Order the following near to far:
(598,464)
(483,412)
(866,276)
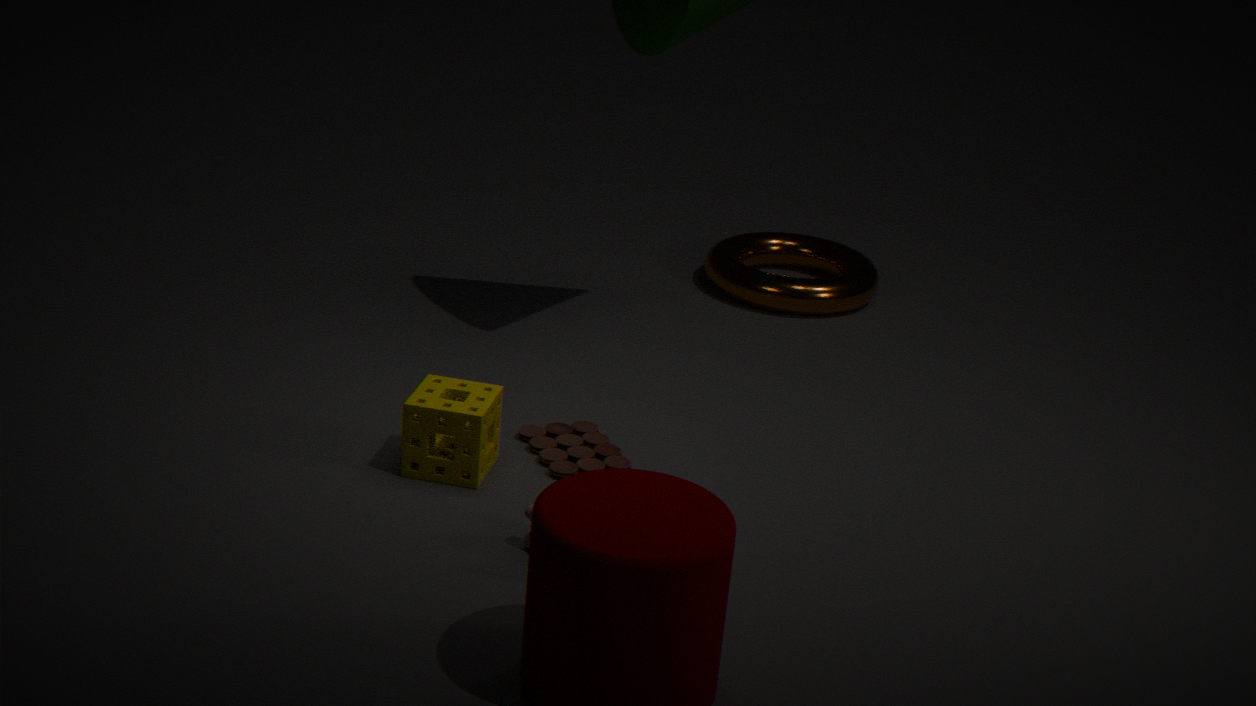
(483,412) → (598,464) → (866,276)
